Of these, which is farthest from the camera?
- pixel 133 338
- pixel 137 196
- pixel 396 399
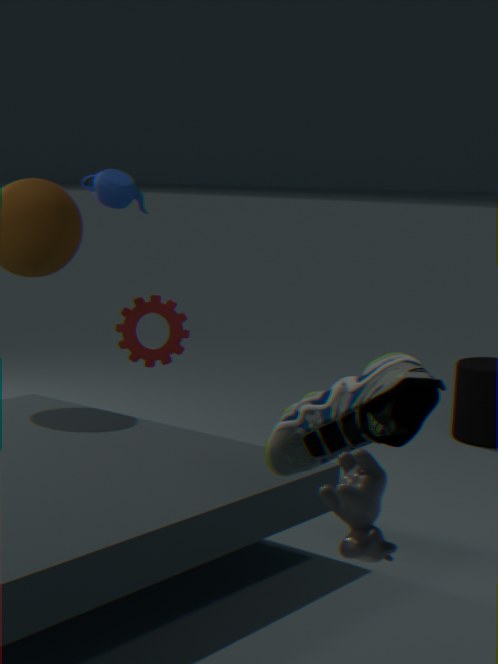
pixel 133 338
